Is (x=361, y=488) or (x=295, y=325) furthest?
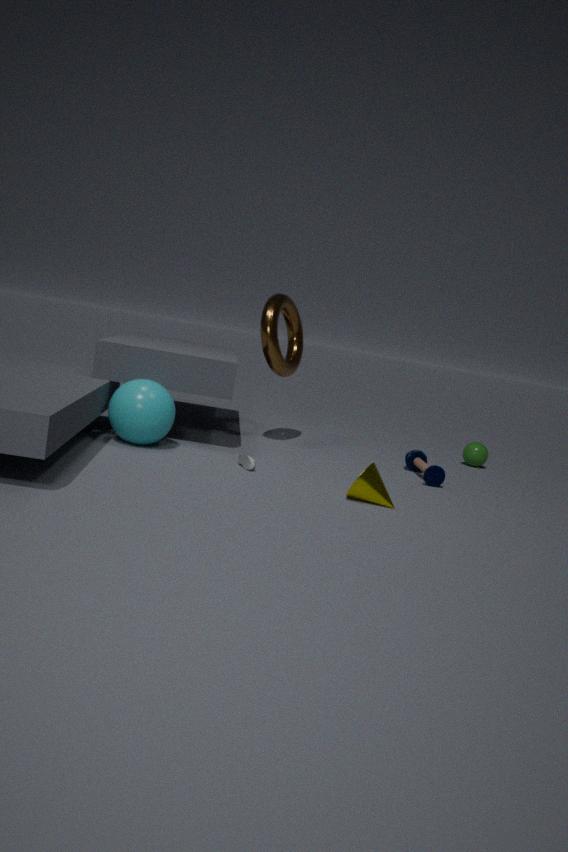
(x=295, y=325)
